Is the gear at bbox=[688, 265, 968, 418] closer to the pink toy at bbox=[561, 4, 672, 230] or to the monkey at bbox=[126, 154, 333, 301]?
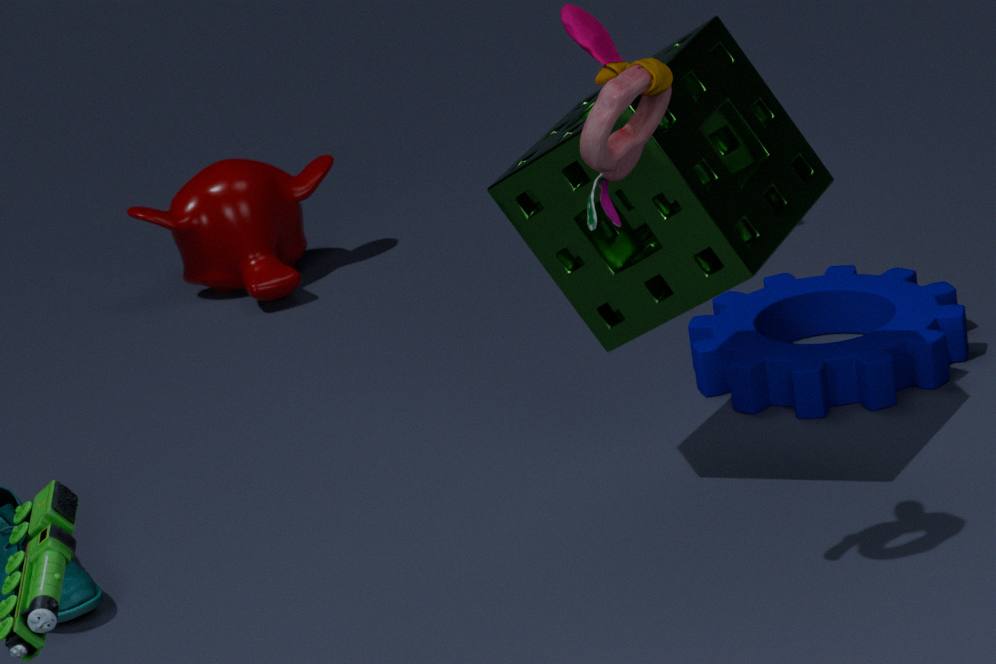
the pink toy at bbox=[561, 4, 672, 230]
